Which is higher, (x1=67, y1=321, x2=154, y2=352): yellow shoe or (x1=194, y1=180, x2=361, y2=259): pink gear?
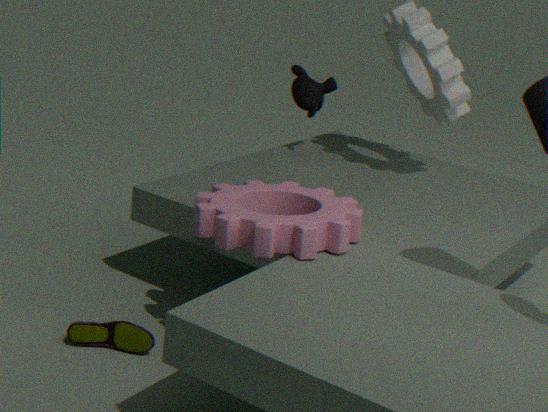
(x1=194, y1=180, x2=361, y2=259): pink gear
